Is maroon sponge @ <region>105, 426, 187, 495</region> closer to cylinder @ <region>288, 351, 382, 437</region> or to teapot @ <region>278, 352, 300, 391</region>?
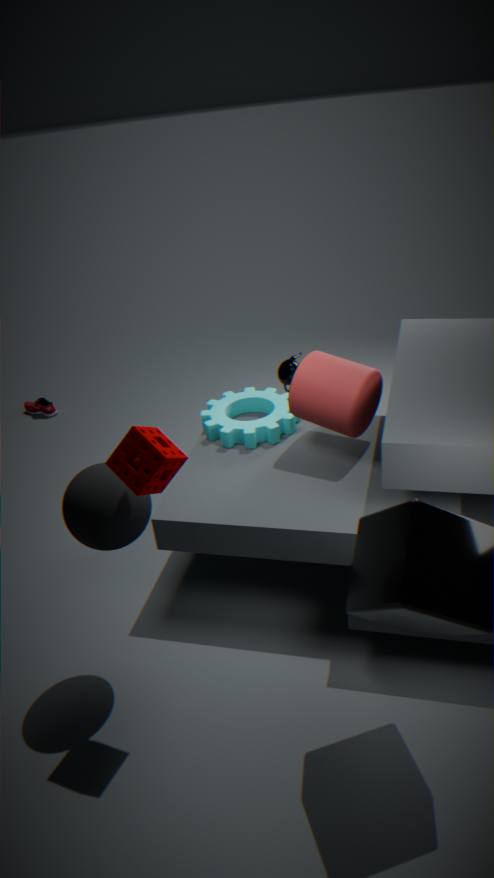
cylinder @ <region>288, 351, 382, 437</region>
